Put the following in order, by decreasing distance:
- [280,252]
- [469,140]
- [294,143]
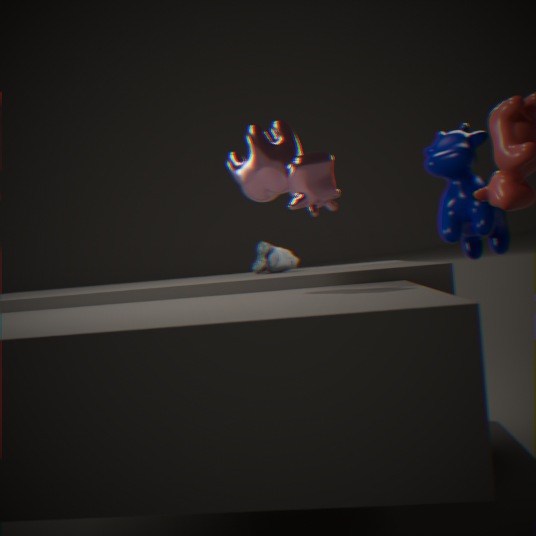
1. [469,140]
2. [280,252]
3. [294,143]
